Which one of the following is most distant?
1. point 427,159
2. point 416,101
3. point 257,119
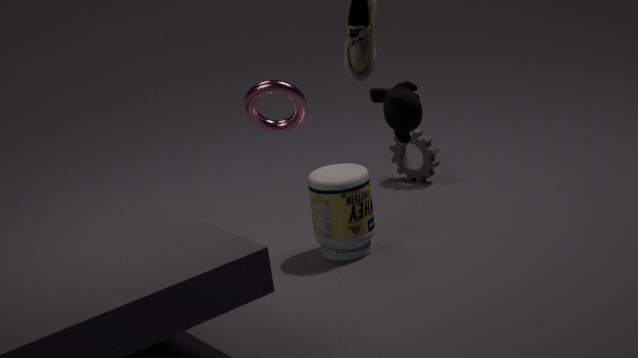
point 427,159
